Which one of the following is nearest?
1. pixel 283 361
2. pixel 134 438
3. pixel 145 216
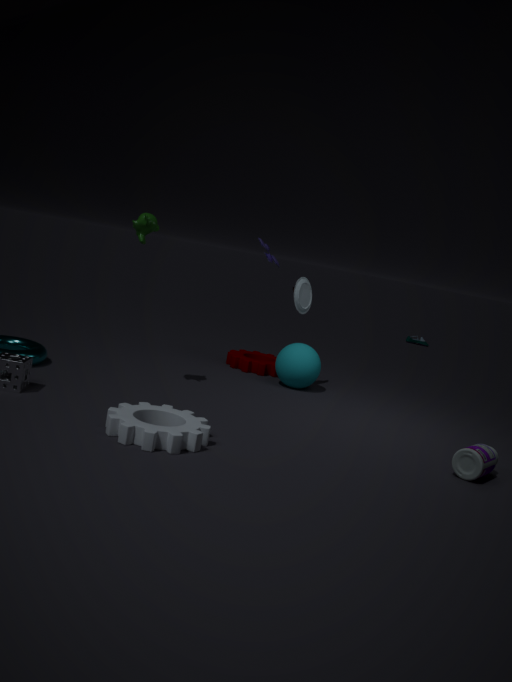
pixel 134 438
